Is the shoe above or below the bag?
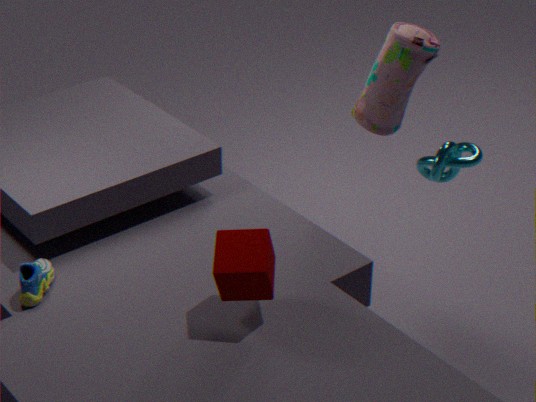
below
